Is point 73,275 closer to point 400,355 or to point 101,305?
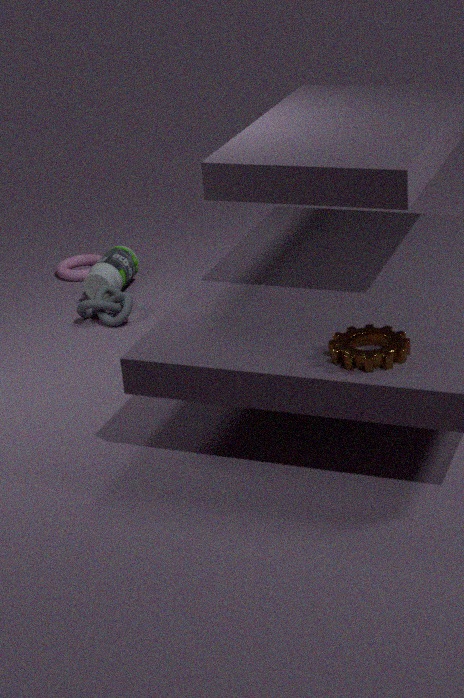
point 101,305
